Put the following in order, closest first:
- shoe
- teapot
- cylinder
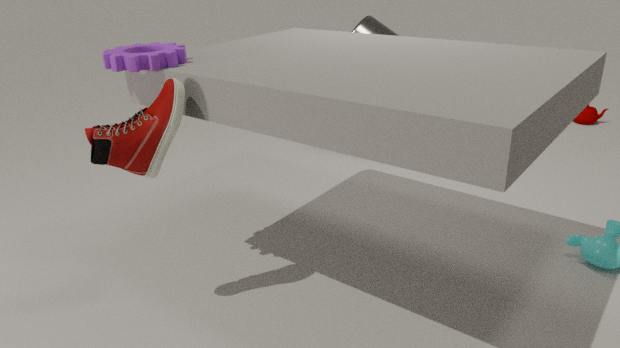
shoe, cylinder, teapot
